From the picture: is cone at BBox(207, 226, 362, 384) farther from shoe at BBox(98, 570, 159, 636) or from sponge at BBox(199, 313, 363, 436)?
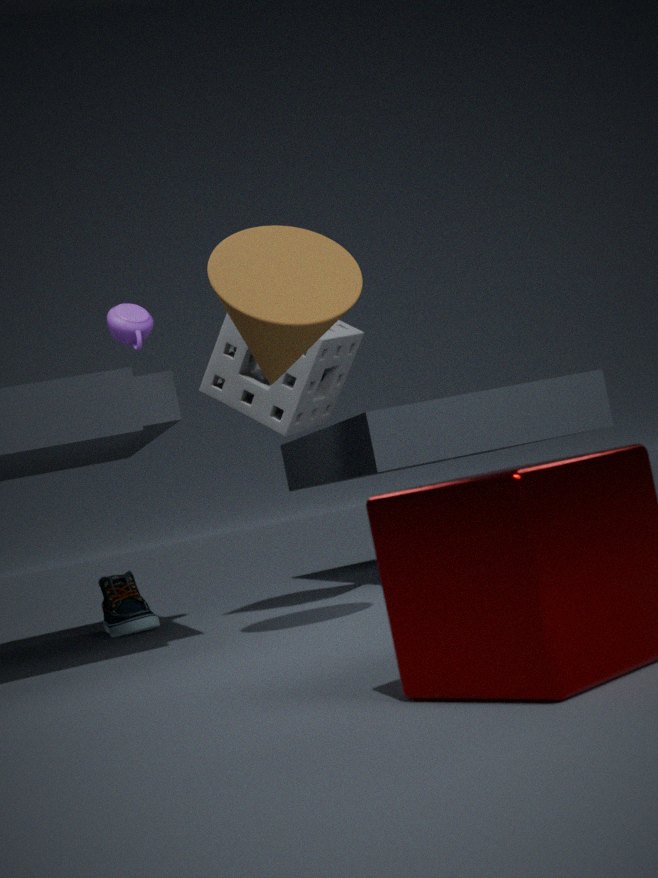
shoe at BBox(98, 570, 159, 636)
